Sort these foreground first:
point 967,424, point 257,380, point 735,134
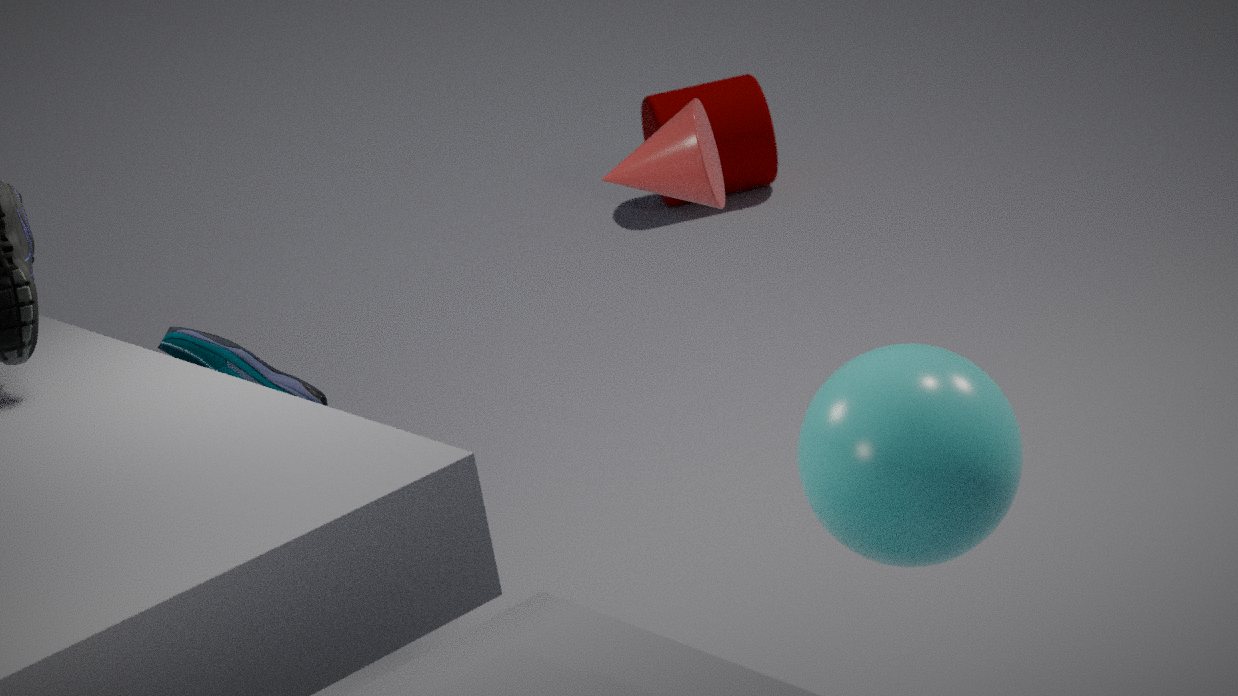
point 967,424
point 257,380
point 735,134
